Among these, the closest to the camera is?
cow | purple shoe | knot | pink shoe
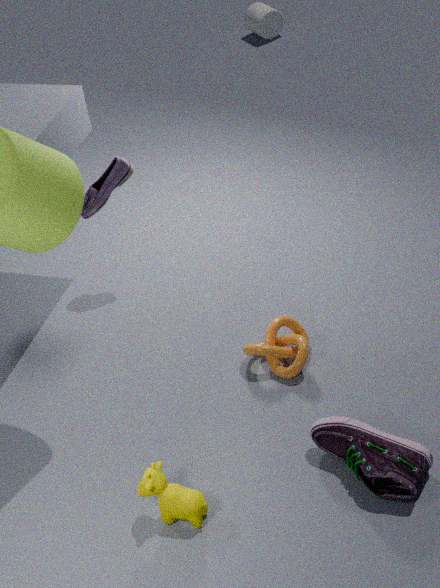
pink shoe
